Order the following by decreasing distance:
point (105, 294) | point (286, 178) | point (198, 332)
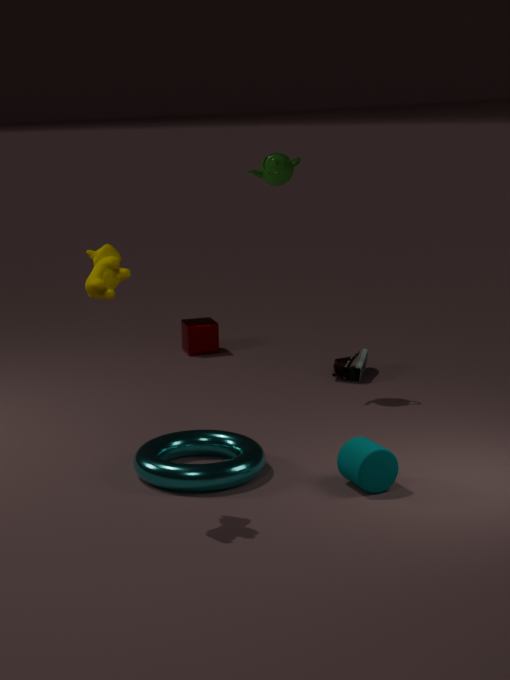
point (198, 332) < point (286, 178) < point (105, 294)
